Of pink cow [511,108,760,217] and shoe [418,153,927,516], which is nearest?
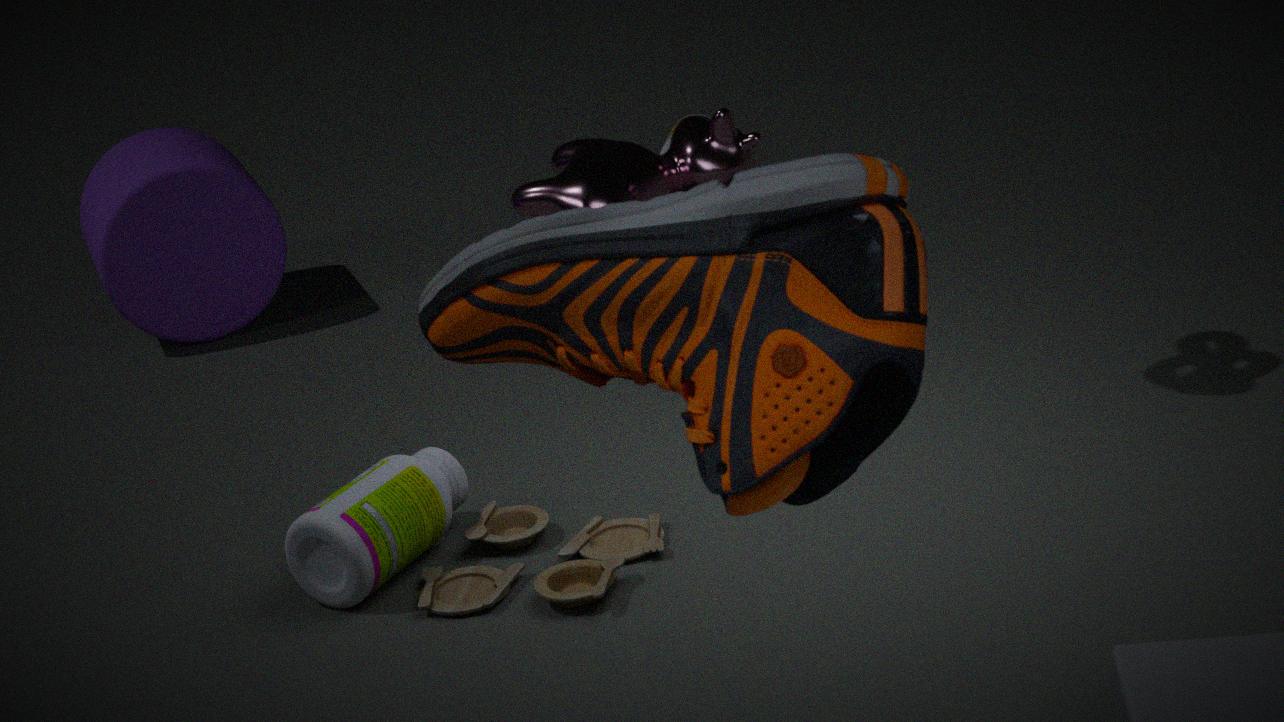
shoe [418,153,927,516]
